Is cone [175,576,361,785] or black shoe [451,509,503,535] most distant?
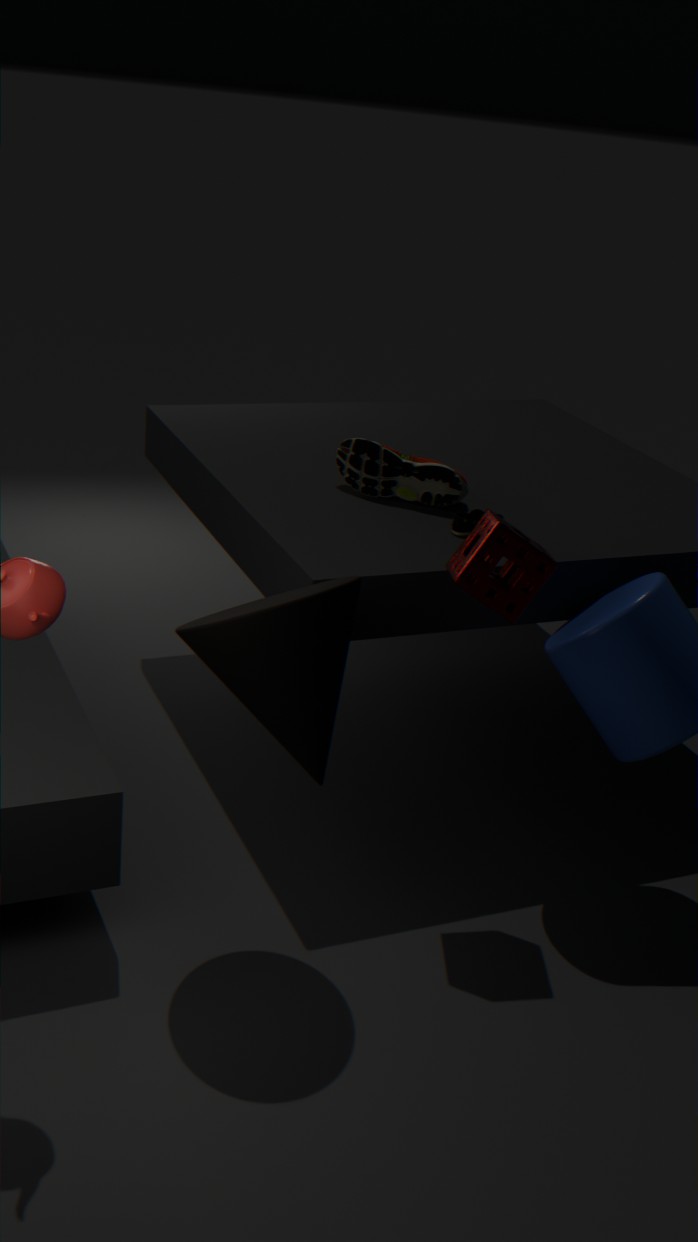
black shoe [451,509,503,535]
